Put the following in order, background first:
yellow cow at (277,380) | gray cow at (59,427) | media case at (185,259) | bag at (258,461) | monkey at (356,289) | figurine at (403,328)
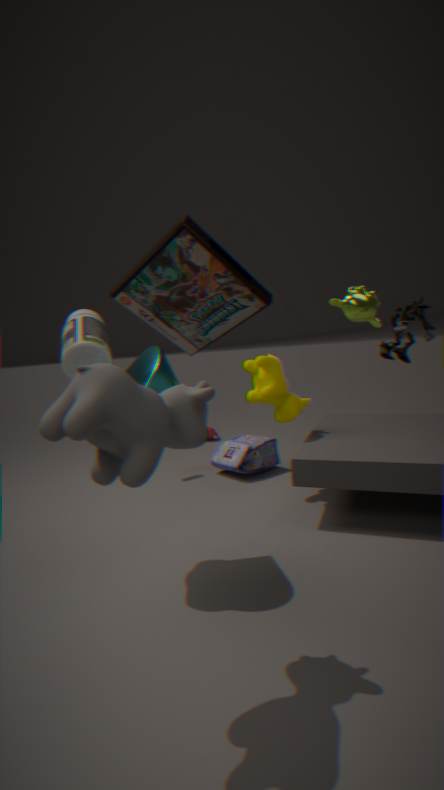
bag at (258,461) < yellow cow at (277,380) < monkey at (356,289) < figurine at (403,328) < gray cow at (59,427) < media case at (185,259)
